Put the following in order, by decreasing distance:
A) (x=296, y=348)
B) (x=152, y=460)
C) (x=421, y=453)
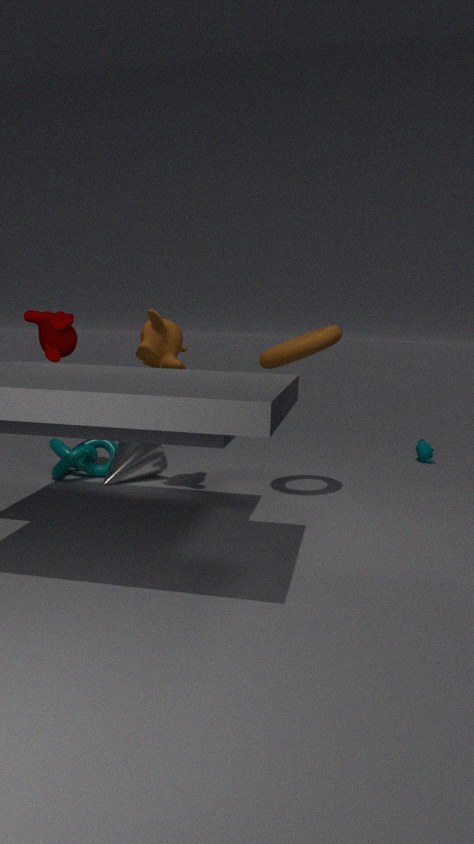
(x=421, y=453), (x=152, y=460), (x=296, y=348)
